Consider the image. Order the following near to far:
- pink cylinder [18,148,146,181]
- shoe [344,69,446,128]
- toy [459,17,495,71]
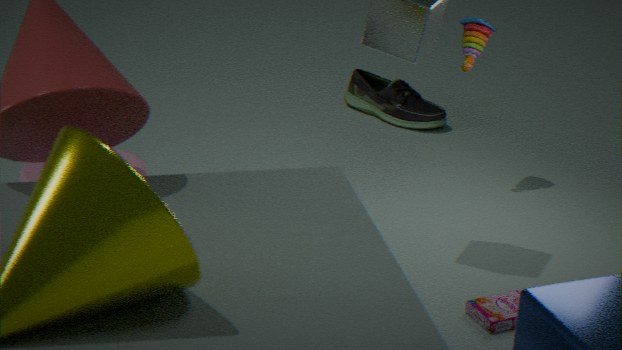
pink cylinder [18,148,146,181] → toy [459,17,495,71] → shoe [344,69,446,128]
